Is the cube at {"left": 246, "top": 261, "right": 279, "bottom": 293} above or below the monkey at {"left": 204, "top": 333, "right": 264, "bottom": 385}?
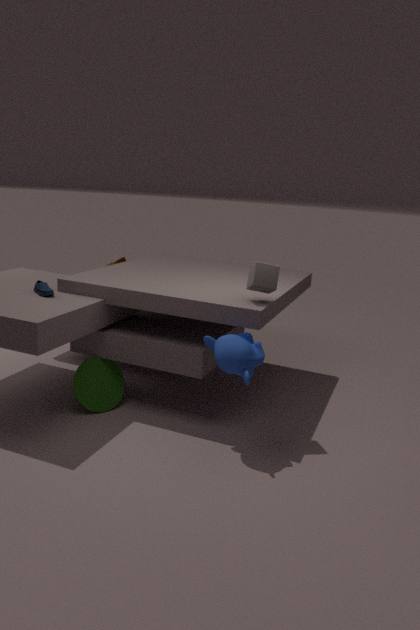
above
